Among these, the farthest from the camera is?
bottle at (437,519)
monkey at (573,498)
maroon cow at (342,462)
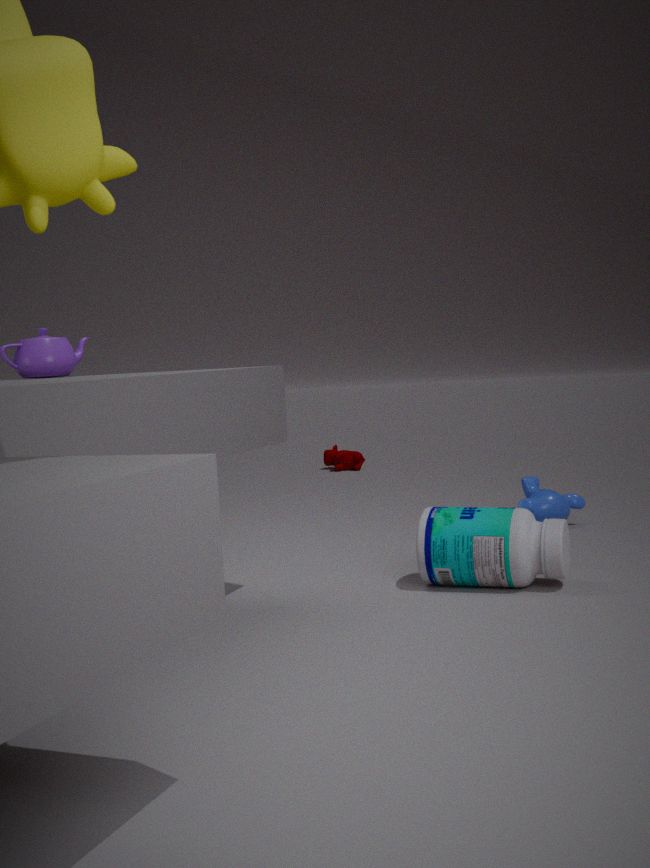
maroon cow at (342,462)
